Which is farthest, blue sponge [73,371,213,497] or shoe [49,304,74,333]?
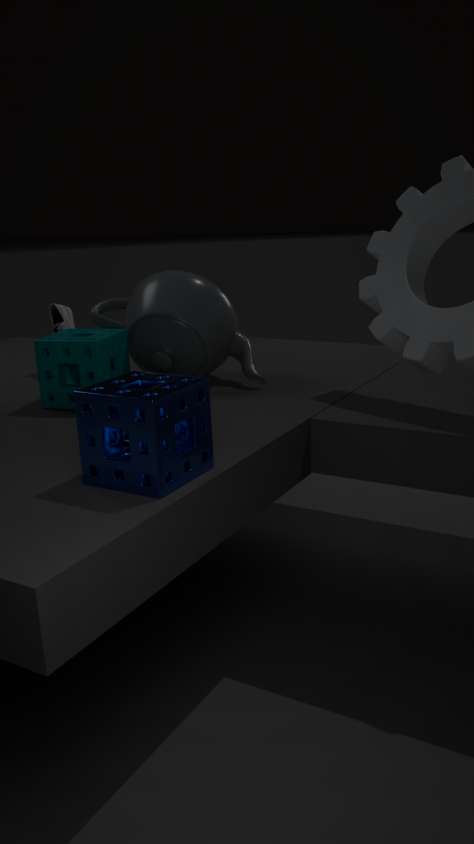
shoe [49,304,74,333]
